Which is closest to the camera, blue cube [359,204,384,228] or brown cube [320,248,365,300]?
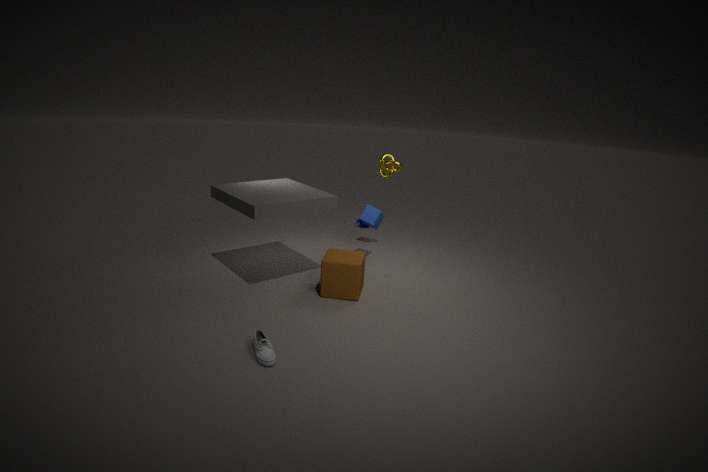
brown cube [320,248,365,300]
